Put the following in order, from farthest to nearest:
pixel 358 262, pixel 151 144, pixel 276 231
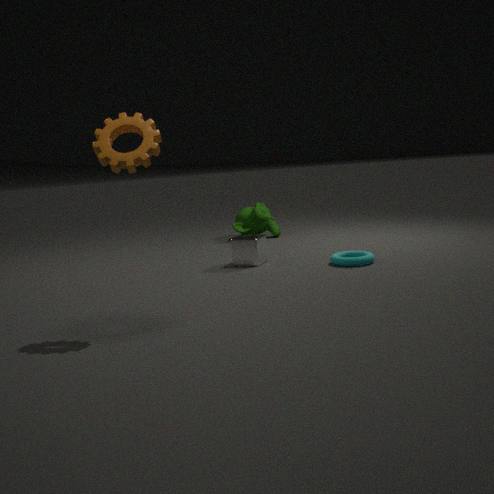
pixel 276 231 < pixel 358 262 < pixel 151 144
